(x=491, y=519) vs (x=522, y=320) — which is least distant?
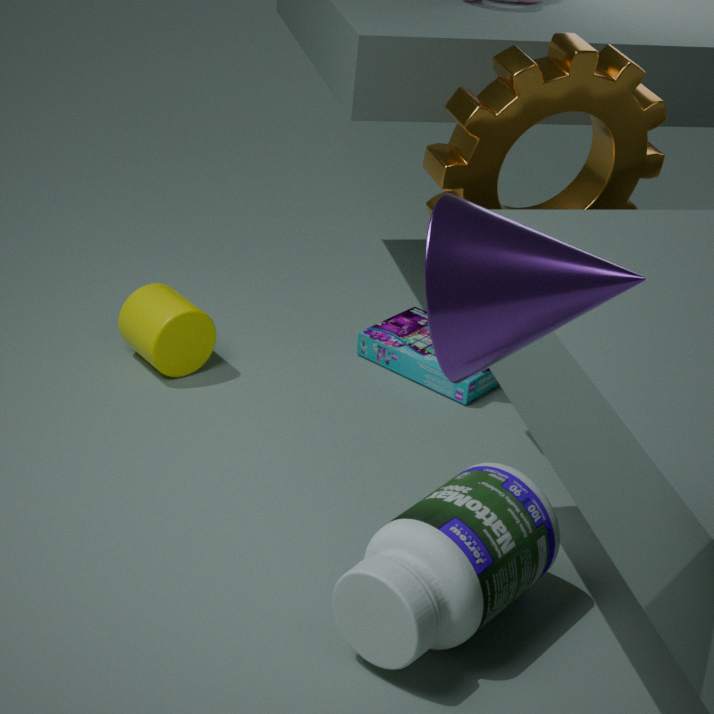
(x=522, y=320)
